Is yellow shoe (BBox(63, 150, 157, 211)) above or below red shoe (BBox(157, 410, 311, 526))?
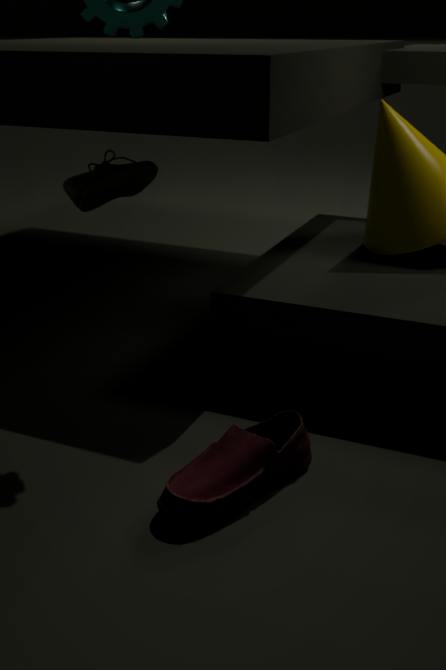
above
